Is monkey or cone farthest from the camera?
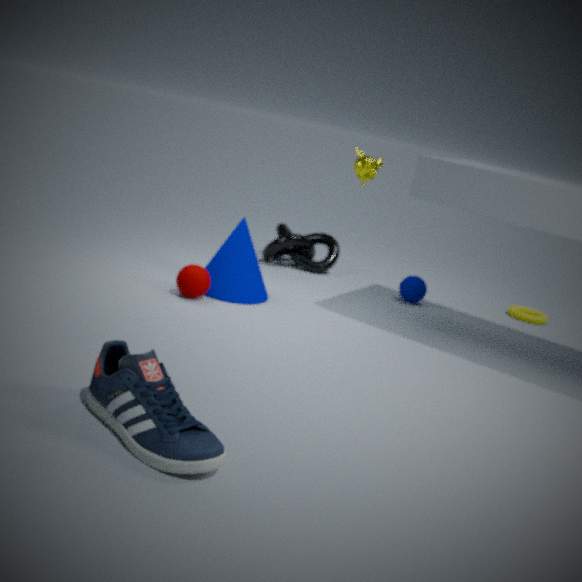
monkey
